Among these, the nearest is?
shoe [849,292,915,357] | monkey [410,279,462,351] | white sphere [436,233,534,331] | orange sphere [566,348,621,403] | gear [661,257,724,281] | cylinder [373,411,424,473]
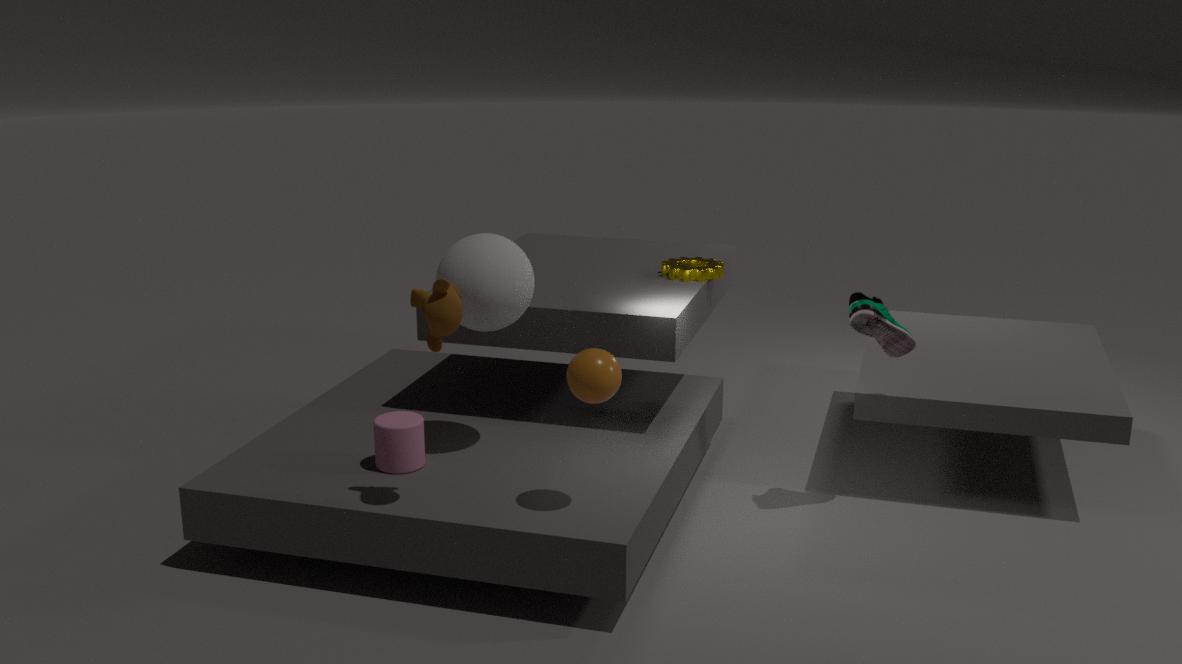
monkey [410,279,462,351]
